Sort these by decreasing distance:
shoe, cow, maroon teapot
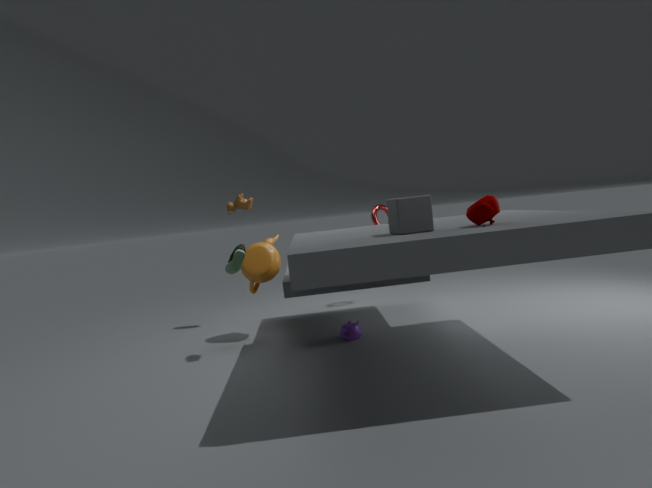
cow, shoe, maroon teapot
